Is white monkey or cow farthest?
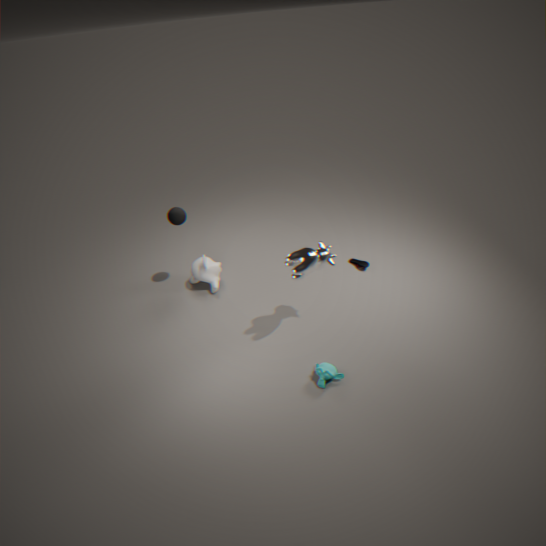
white monkey
